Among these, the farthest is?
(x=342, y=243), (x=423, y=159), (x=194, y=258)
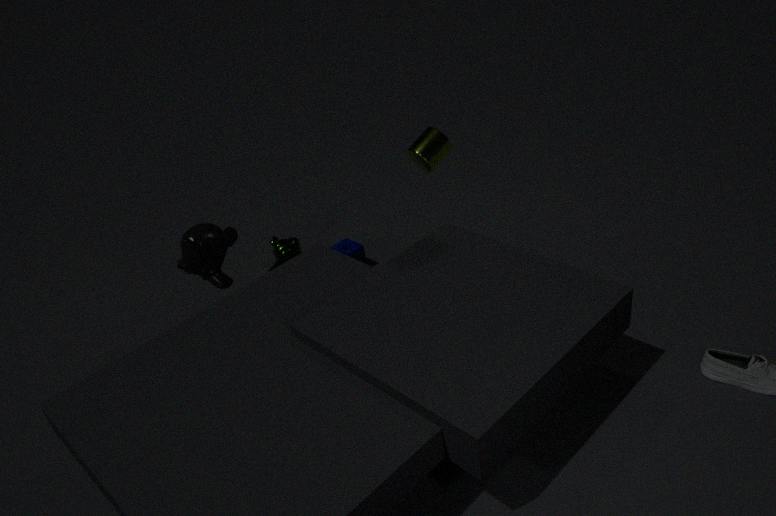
(x=342, y=243)
